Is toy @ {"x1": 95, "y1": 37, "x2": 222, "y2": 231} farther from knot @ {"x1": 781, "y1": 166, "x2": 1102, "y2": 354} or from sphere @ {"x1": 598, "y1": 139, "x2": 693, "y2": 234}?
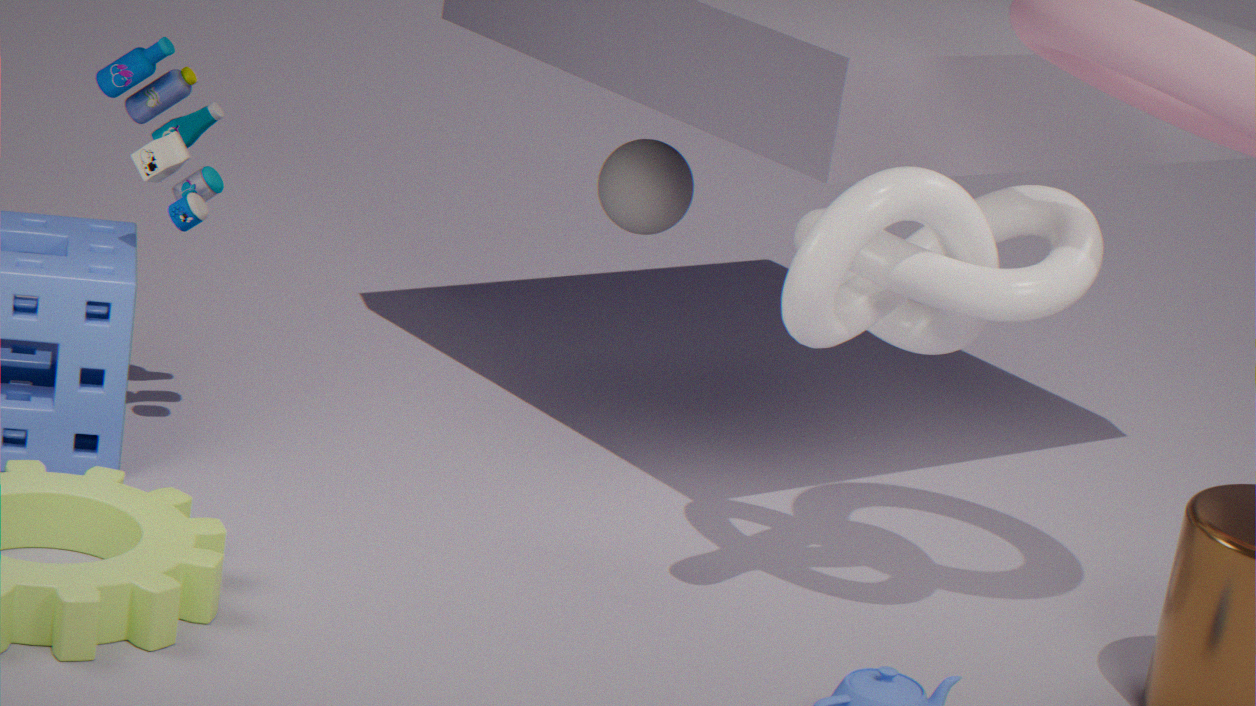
knot @ {"x1": 781, "y1": 166, "x2": 1102, "y2": 354}
